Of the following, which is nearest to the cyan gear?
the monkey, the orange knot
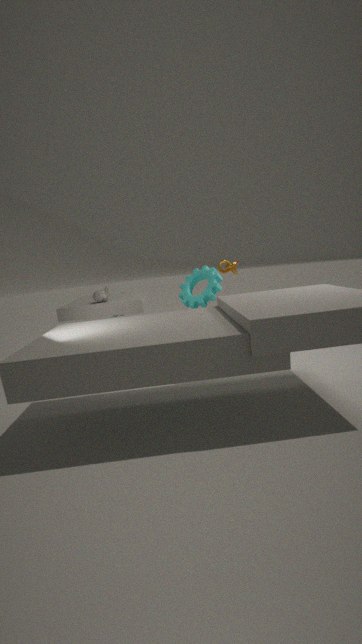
the orange knot
